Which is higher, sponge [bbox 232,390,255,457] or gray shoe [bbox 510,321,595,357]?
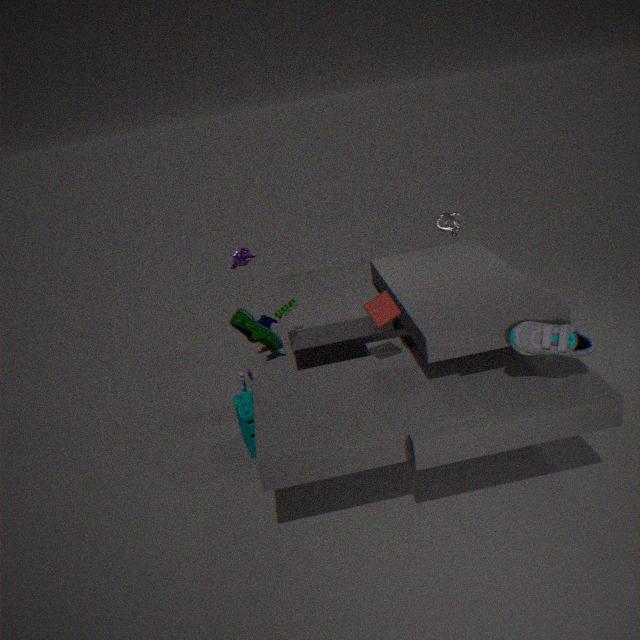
gray shoe [bbox 510,321,595,357]
